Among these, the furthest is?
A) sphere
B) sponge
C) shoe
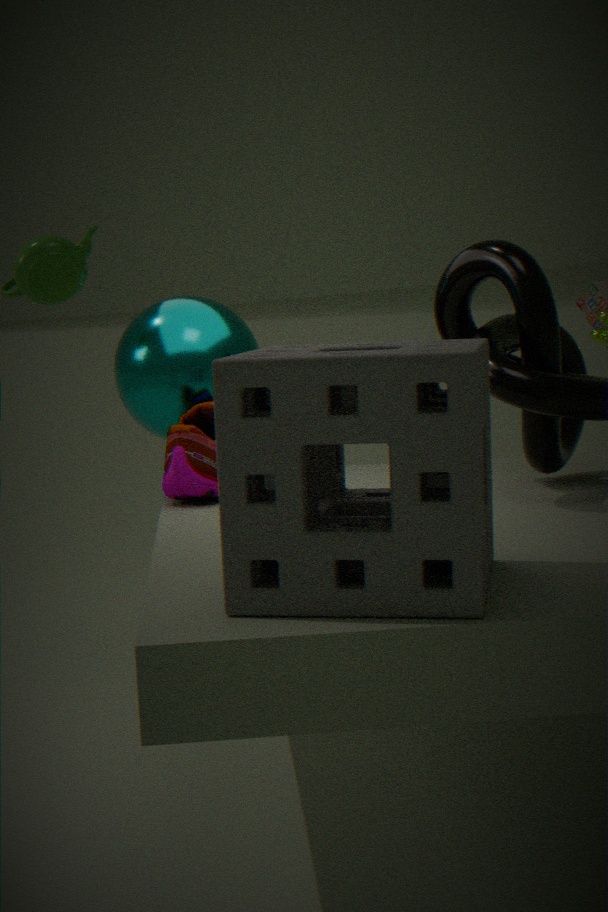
sphere
